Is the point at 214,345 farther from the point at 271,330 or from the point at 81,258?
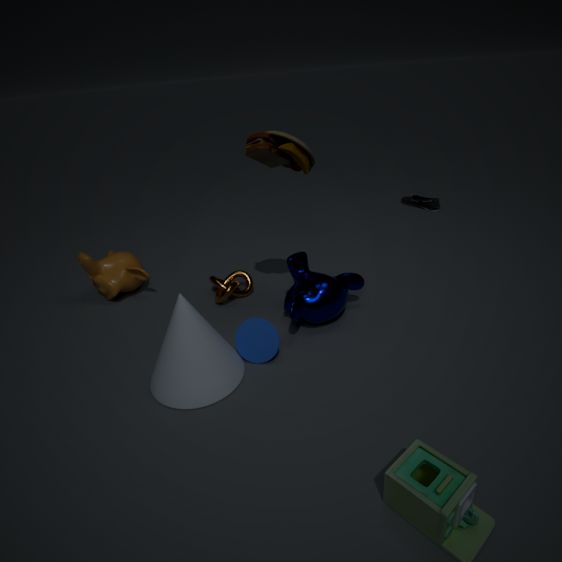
the point at 81,258
